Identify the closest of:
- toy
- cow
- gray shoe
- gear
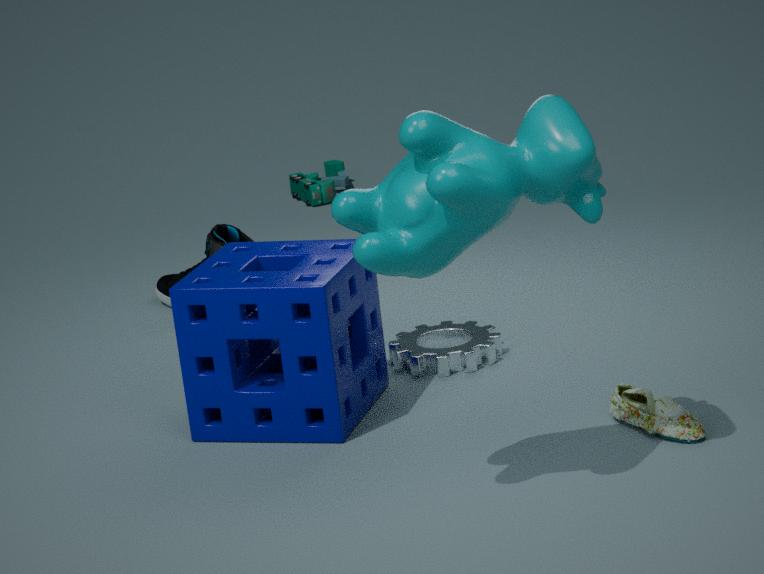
cow
